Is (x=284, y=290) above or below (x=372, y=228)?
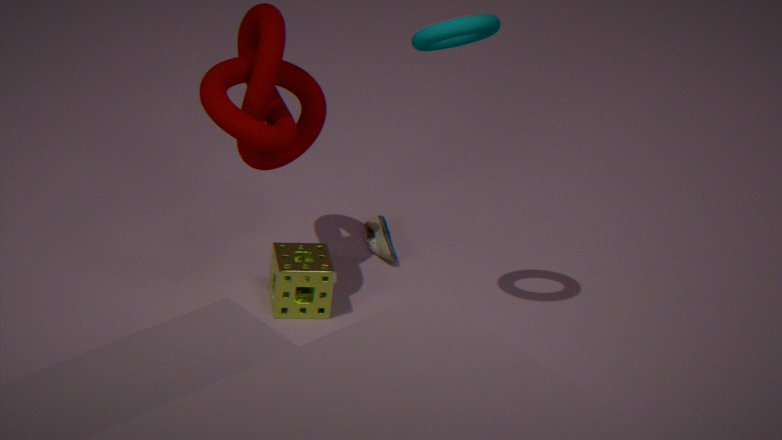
above
